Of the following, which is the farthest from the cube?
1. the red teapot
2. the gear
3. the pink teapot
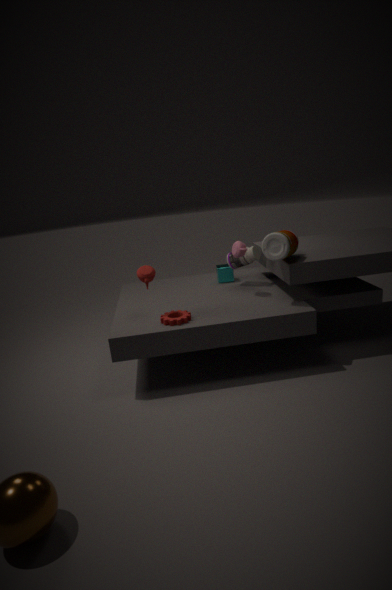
the red teapot
